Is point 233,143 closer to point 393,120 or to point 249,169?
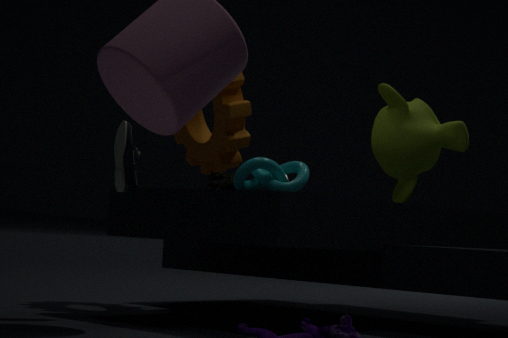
point 249,169
